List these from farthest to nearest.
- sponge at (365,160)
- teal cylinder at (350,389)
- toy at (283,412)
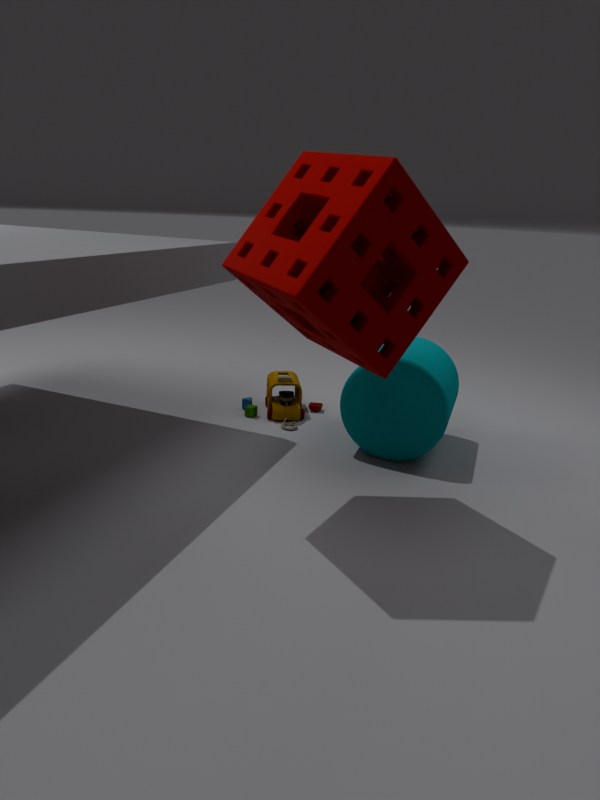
toy at (283,412), teal cylinder at (350,389), sponge at (365,160)
